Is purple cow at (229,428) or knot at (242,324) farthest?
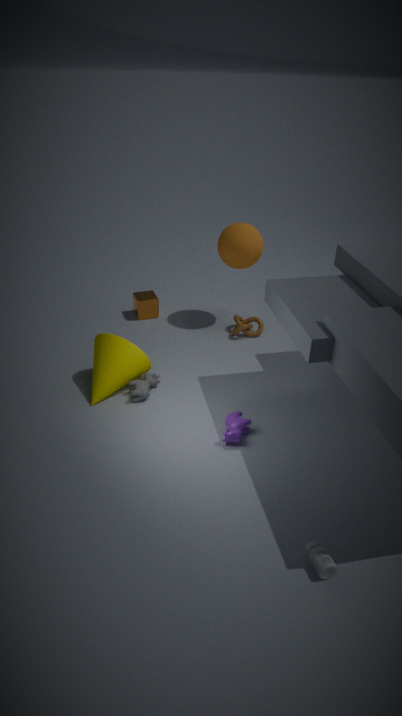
knot at (242,324)
